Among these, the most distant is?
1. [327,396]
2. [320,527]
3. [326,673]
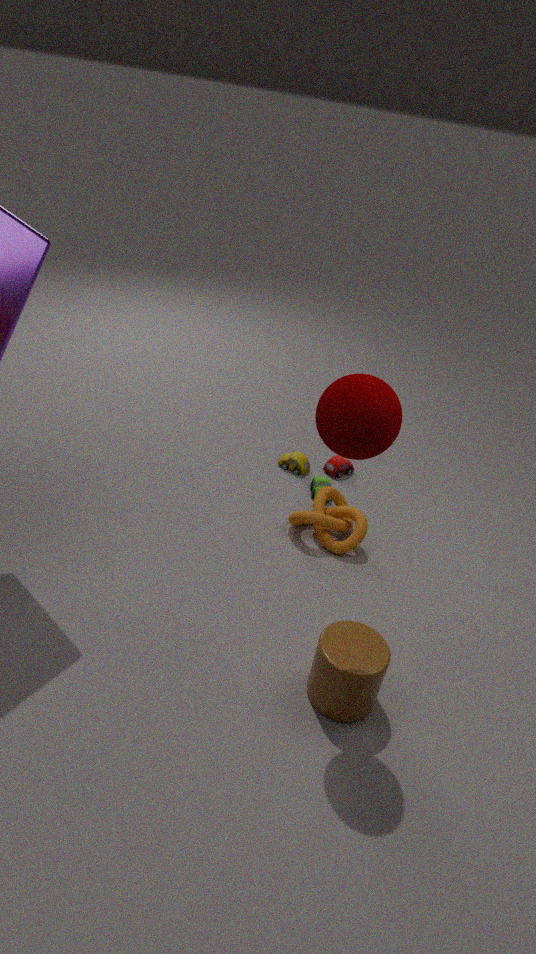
[320,527]
